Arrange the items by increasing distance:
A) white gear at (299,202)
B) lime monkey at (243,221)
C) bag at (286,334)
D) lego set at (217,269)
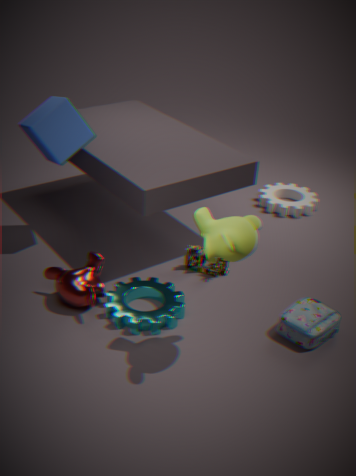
lime monkey at (243,221) → bag at (286,334) → lego set at (217,269) → white gear at (299,202)
